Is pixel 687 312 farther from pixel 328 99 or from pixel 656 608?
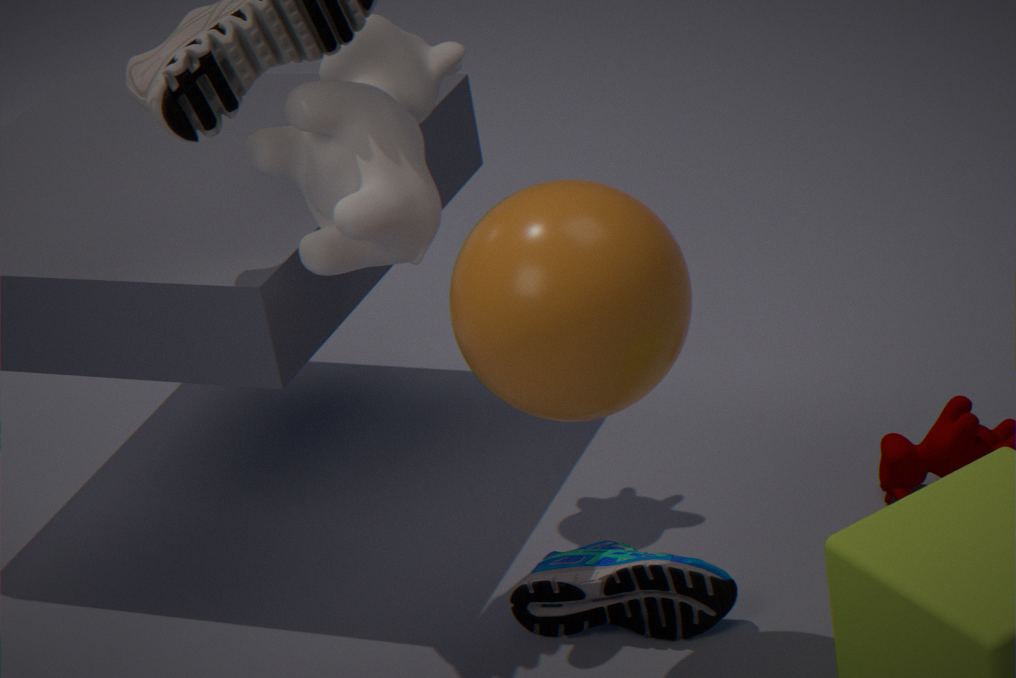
pixel 656 608
